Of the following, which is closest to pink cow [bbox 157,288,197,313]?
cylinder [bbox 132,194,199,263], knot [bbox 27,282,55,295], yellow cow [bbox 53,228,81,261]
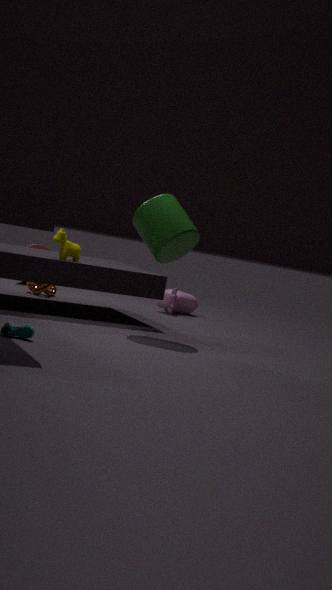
knot [bbox 27,282,55,295]
